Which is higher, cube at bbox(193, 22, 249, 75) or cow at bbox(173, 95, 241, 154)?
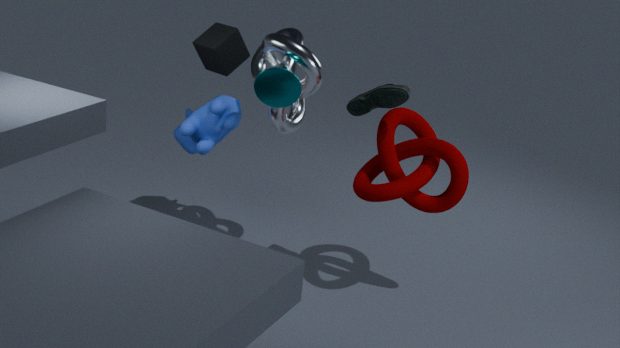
Answer: cube at bbox(193, 22, 249, 75)
